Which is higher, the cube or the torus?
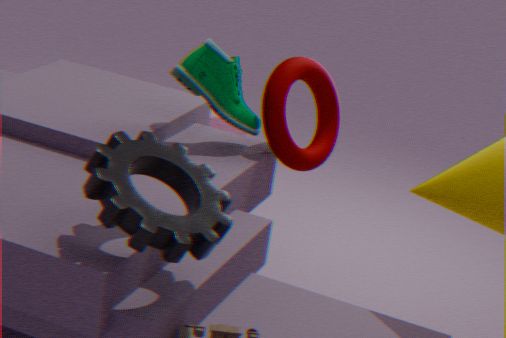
the torus
